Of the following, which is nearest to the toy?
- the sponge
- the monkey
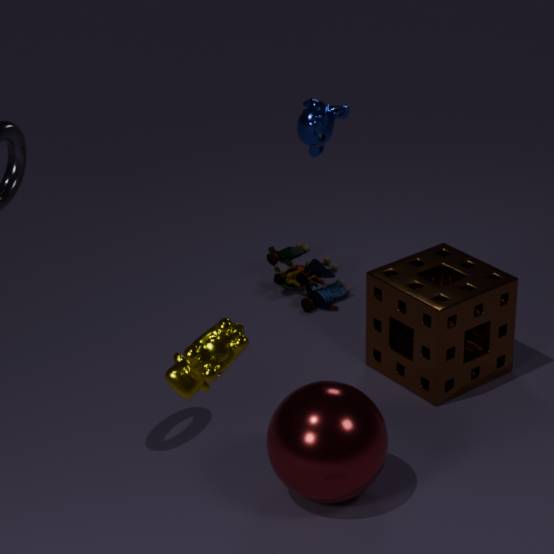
the sponge
